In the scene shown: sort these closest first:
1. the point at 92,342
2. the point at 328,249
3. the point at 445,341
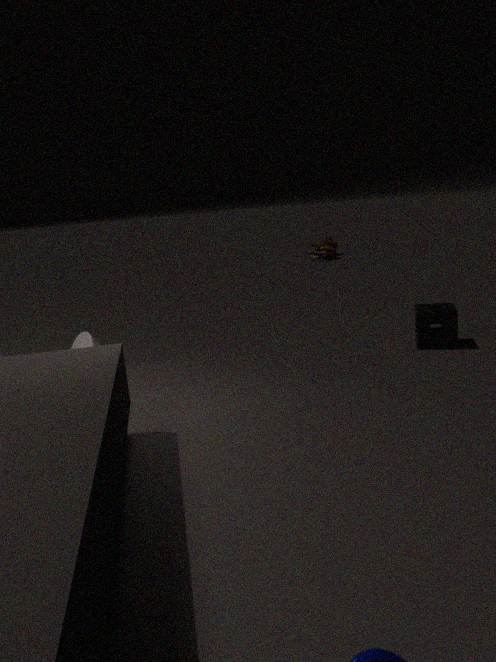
the point at 445,341, the point at 92,342, the point at 328,249
